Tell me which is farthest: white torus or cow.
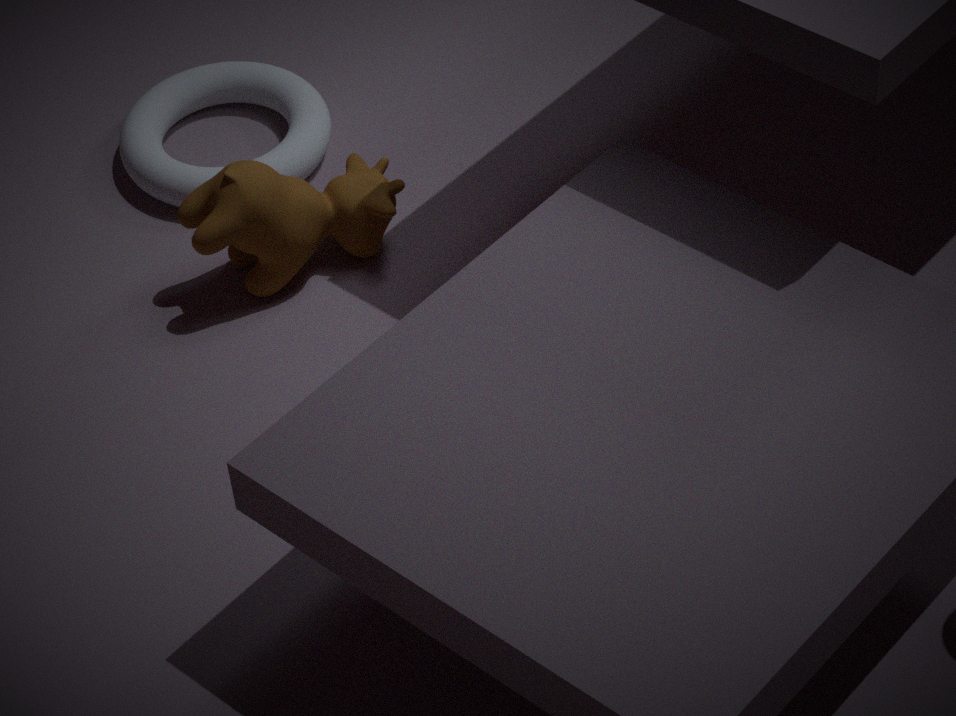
white torus
